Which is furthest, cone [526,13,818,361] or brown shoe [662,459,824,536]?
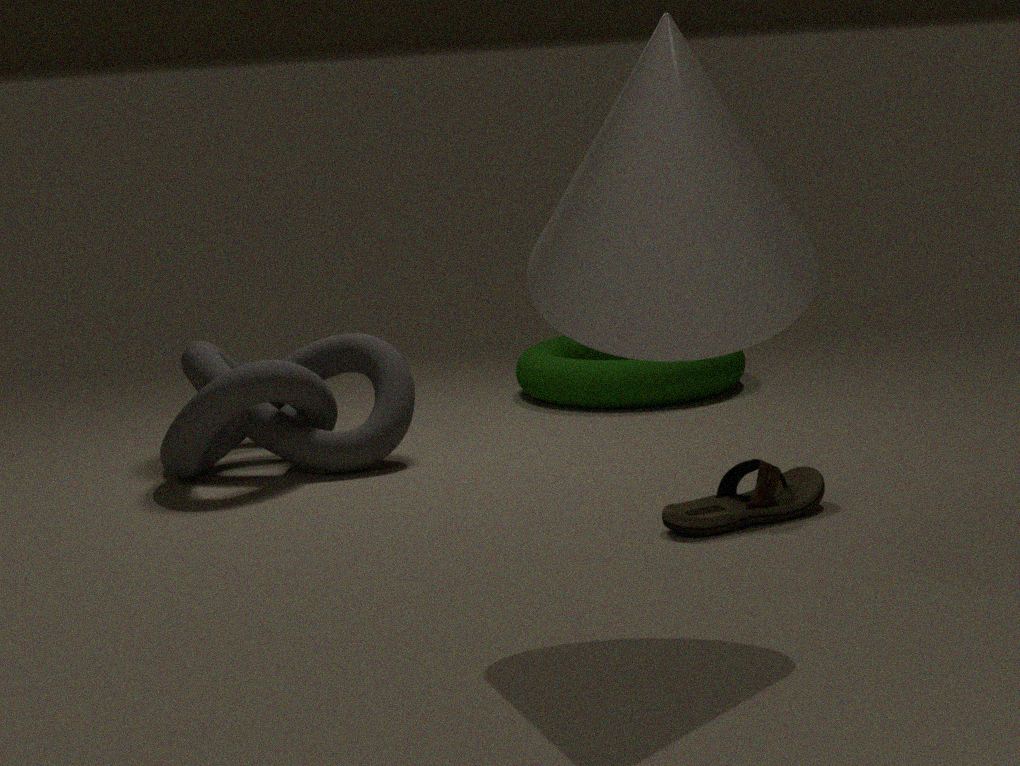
brown shoe [662,459,824,536]
